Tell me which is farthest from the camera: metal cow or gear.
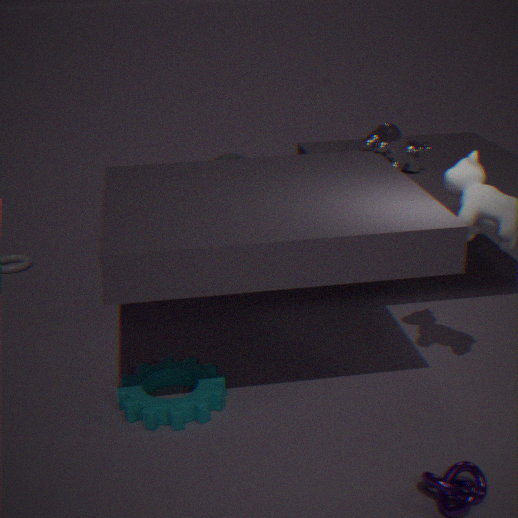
metal cow
